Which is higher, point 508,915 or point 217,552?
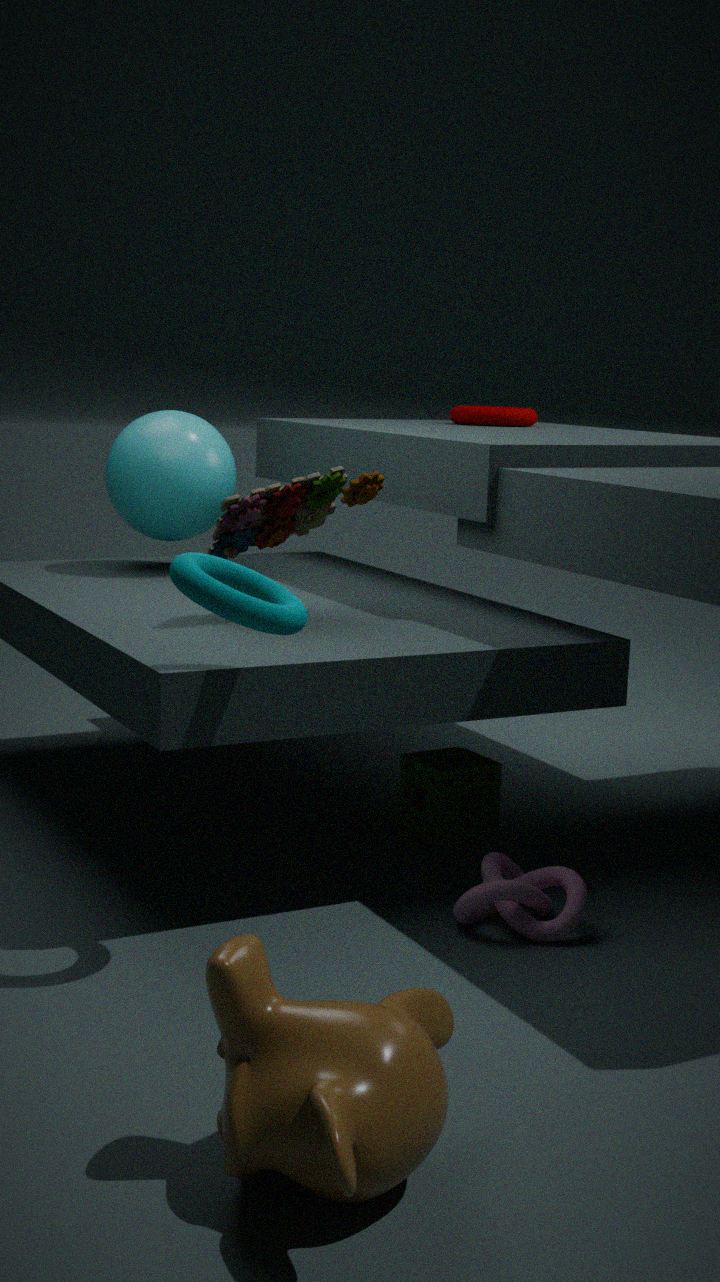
point 217,552
